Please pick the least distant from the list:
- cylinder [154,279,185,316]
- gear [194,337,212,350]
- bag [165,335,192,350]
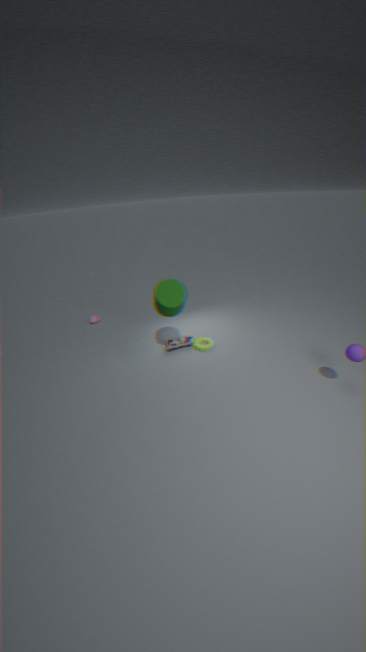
cylinder [154,279,185,316]
